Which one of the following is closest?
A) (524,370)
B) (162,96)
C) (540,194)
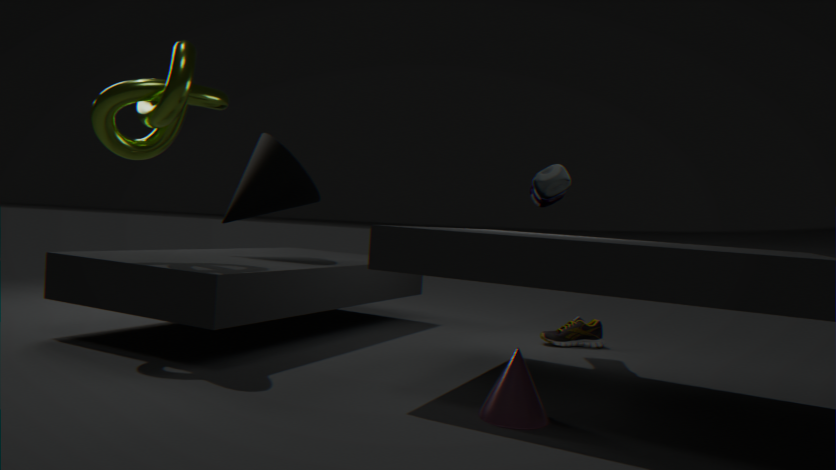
(524,370)
